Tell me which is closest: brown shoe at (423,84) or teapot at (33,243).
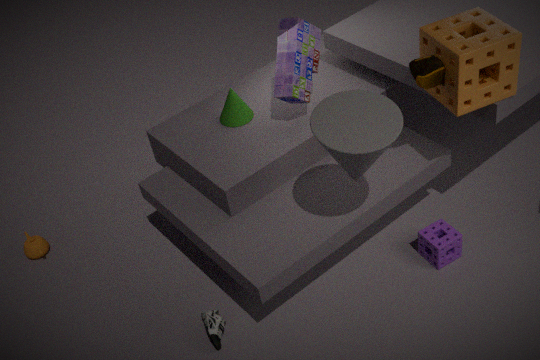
brown shoe at (423,84)
